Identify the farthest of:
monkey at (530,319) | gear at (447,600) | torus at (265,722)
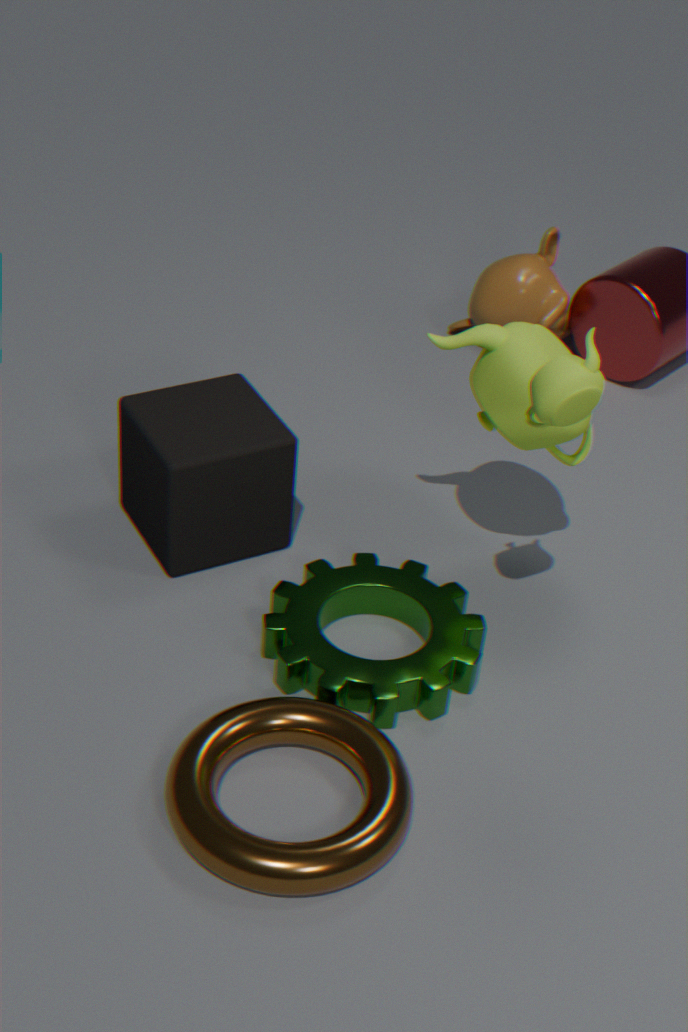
monkey at (530,319)
